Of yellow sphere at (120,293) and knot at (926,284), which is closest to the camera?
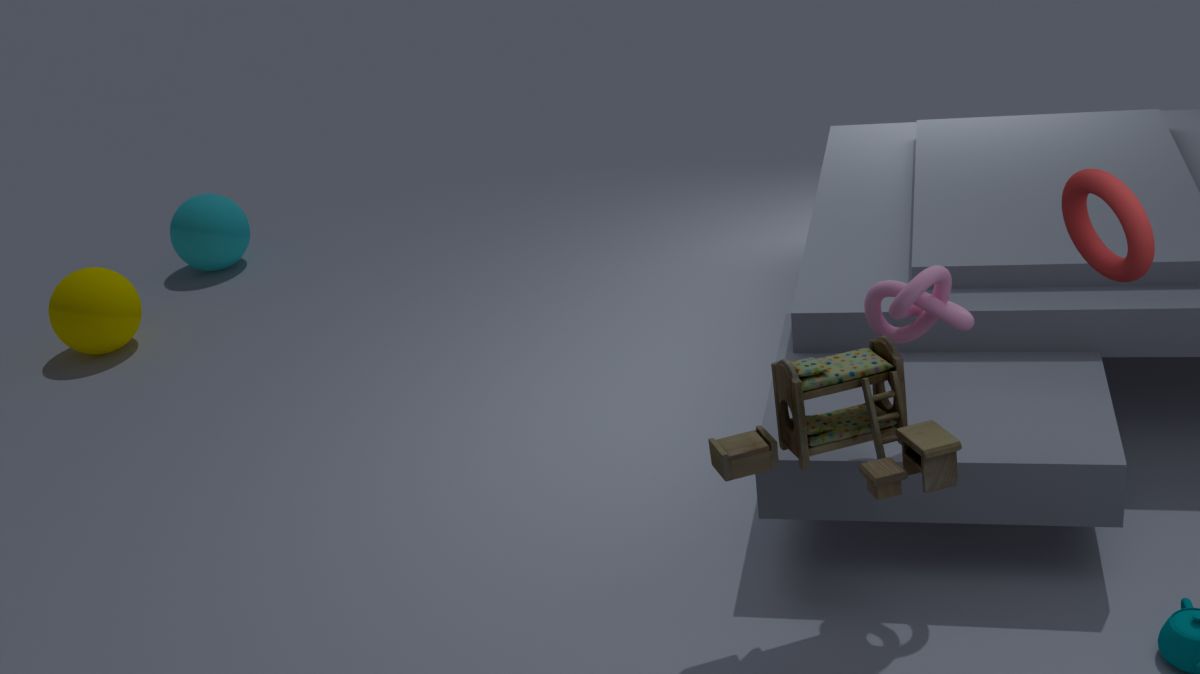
knot at (926,284)
